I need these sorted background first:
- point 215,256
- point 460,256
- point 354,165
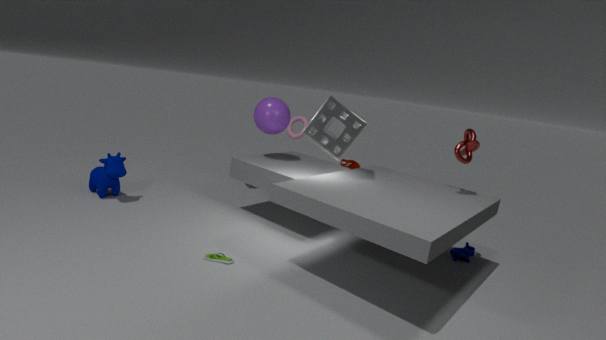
point 354,165, point 460,256, point 215,256
